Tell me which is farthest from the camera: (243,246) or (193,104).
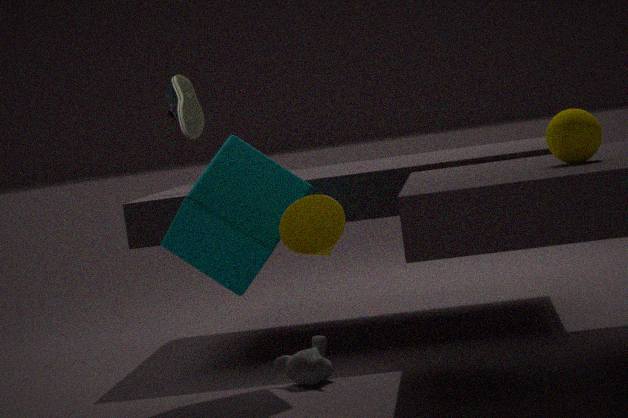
(193,104)
